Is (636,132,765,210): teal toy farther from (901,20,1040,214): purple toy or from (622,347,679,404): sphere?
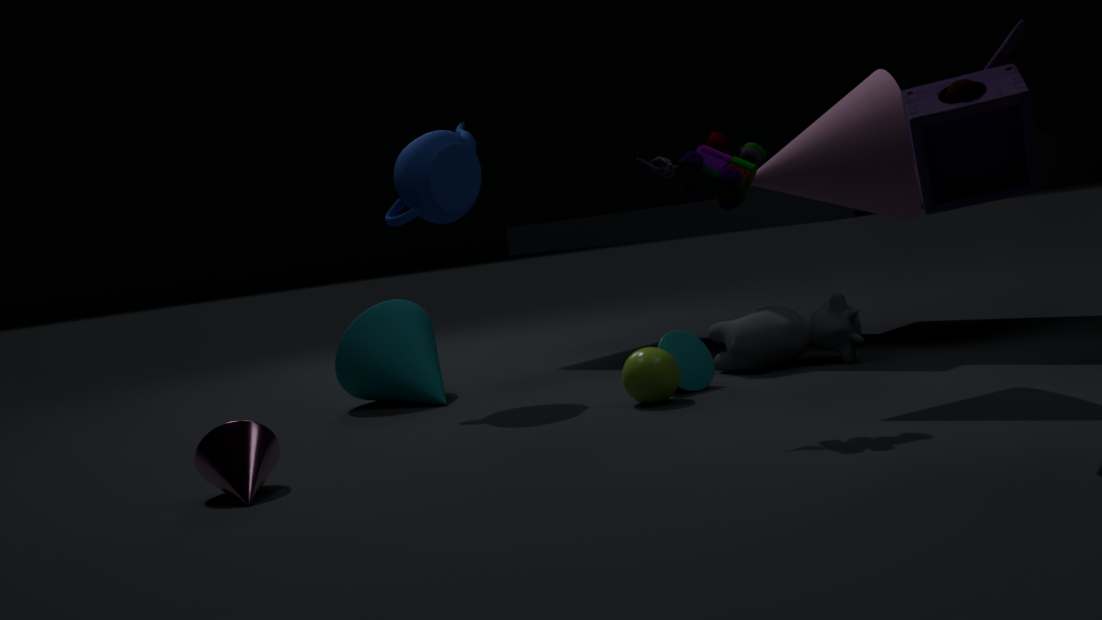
(622,347,679,404): sphere
